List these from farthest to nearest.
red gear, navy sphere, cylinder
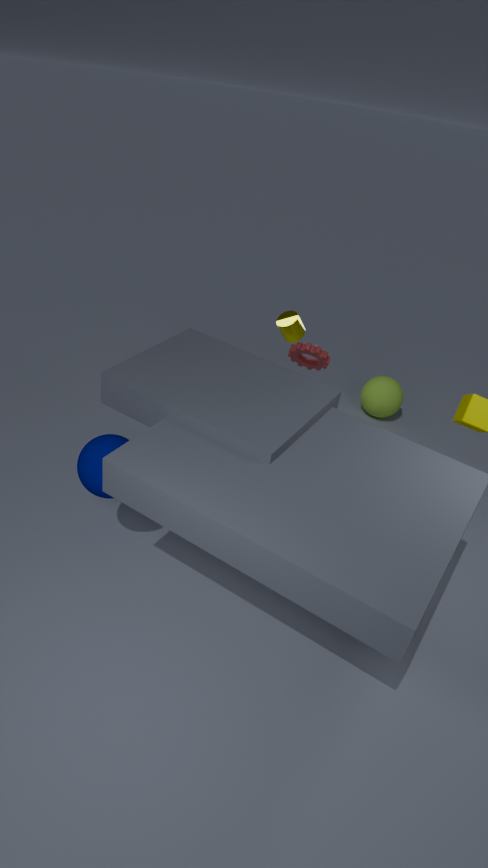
cylinder
red gear
navy sphere
